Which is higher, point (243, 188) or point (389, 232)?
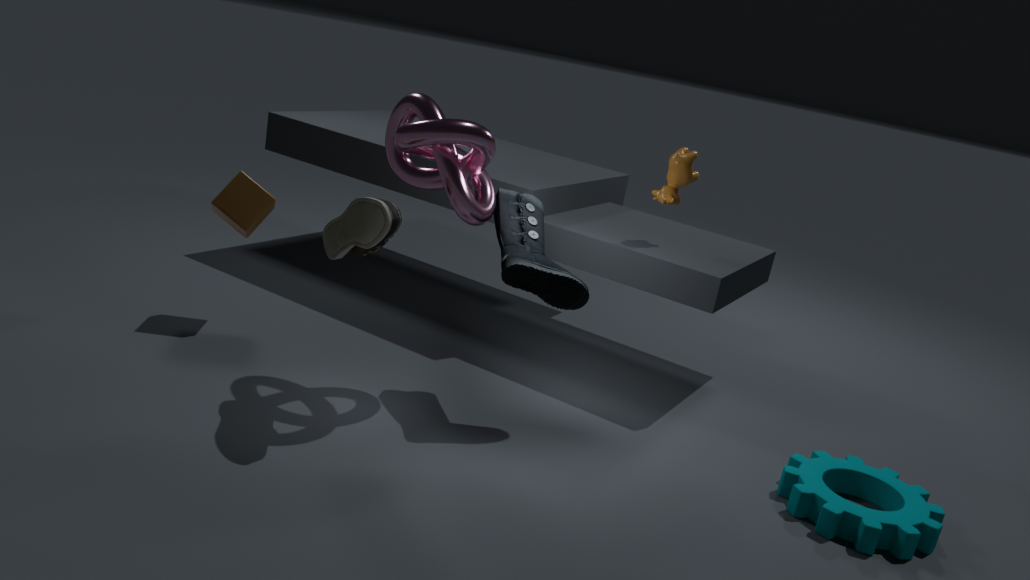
point (389, 232)
